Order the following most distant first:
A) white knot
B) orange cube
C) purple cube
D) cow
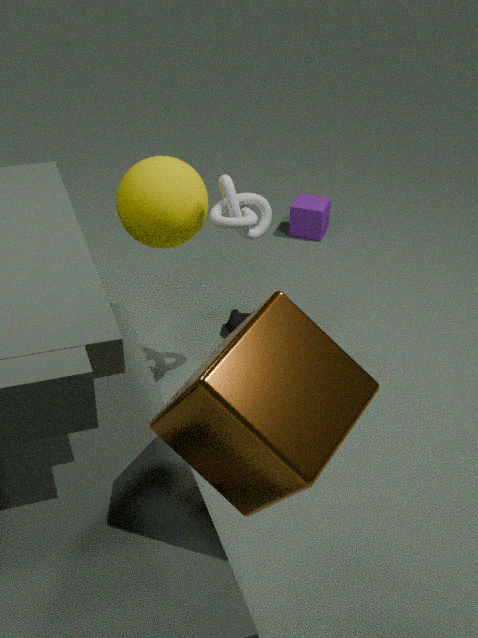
purple cube < cow < white knot < orange cube
